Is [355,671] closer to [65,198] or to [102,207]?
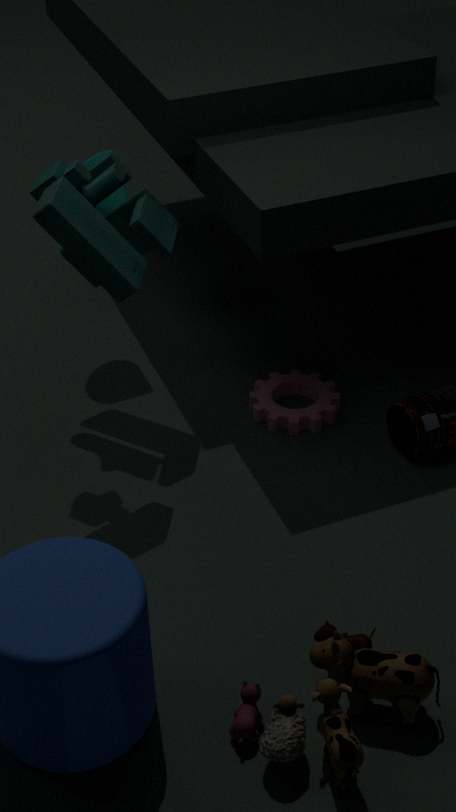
[65,198]
